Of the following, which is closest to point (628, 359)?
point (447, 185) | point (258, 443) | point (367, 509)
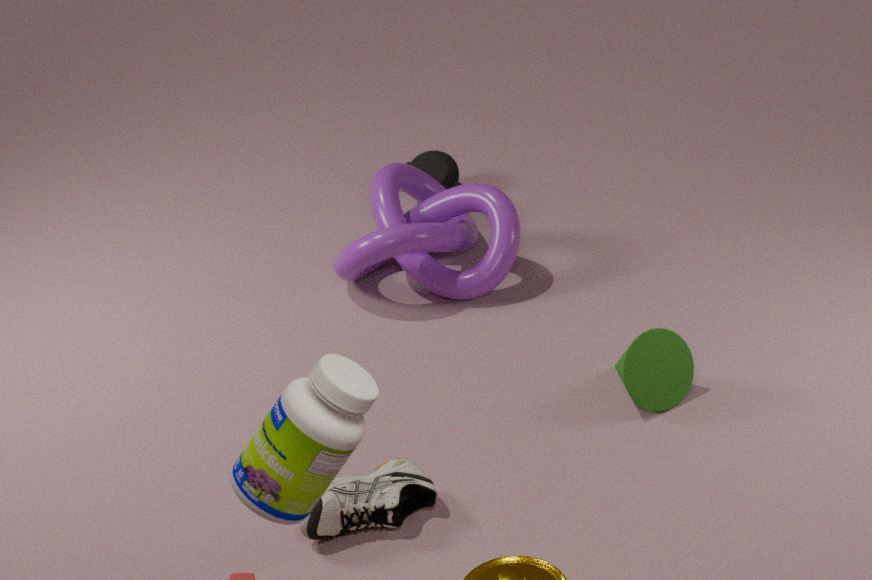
point (367, 509)
